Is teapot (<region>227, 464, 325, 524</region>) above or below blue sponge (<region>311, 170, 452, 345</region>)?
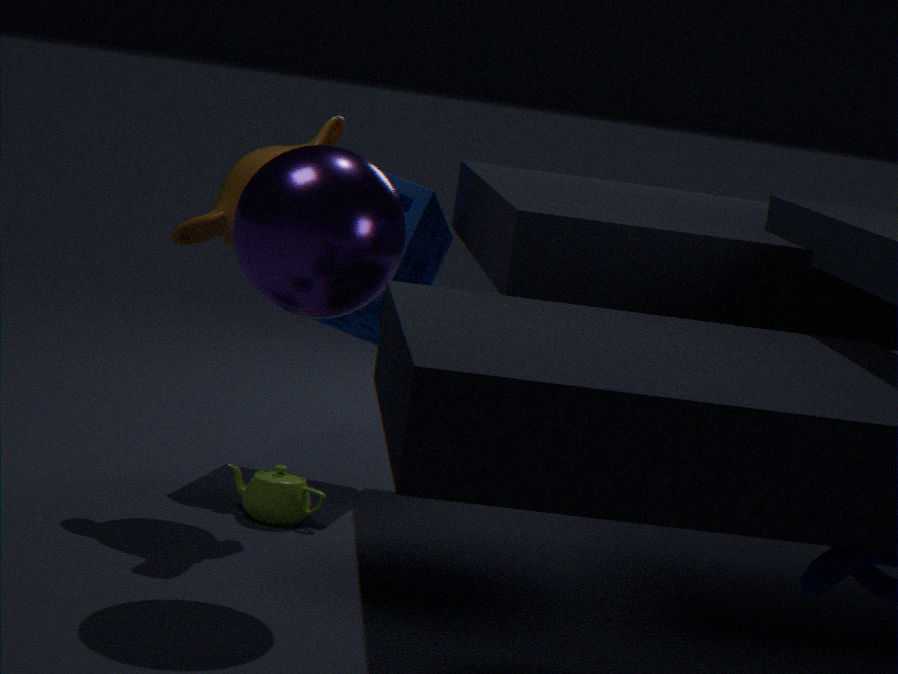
below
